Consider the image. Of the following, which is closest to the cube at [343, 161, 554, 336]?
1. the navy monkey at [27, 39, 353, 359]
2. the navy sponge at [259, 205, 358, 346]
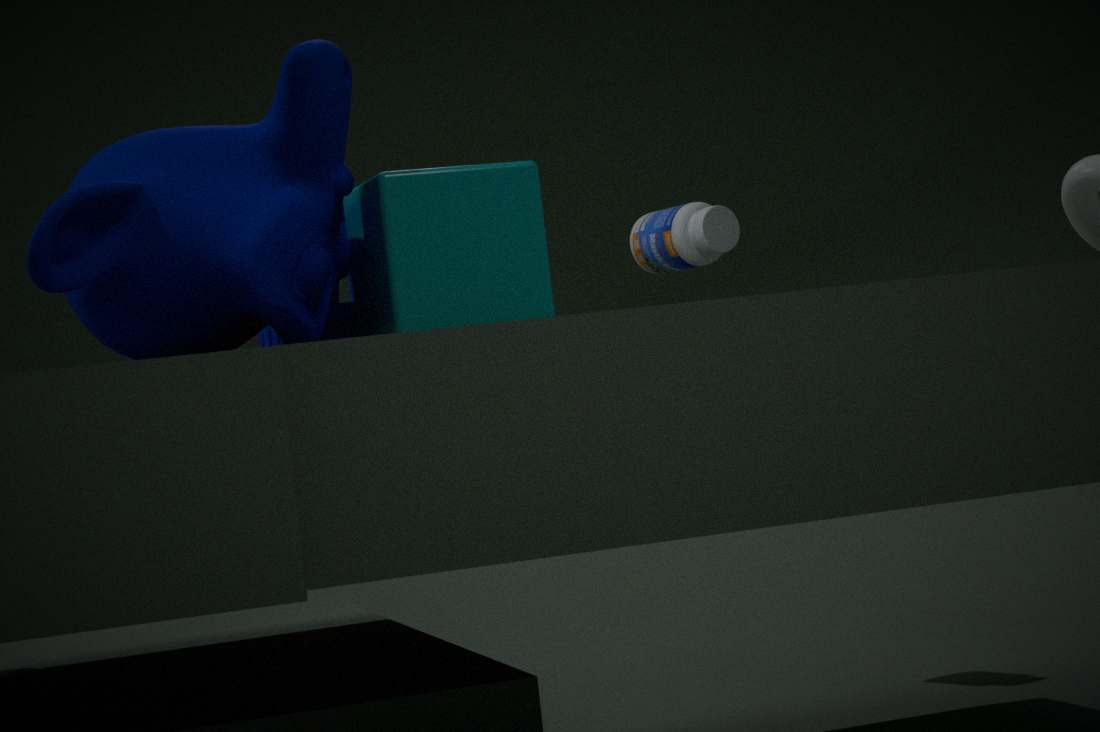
the navy monkey at [27, 39, 353, 359]
